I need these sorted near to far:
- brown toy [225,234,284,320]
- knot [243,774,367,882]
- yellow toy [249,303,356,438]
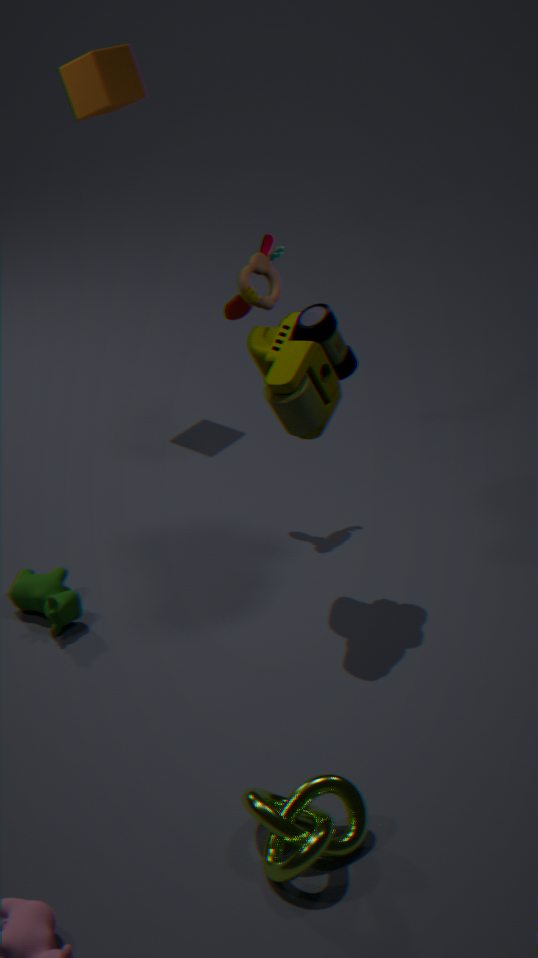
knot [243,774,367,882] < yellow toy [249,303,356,438] < brown toy [225,234,284,320]
